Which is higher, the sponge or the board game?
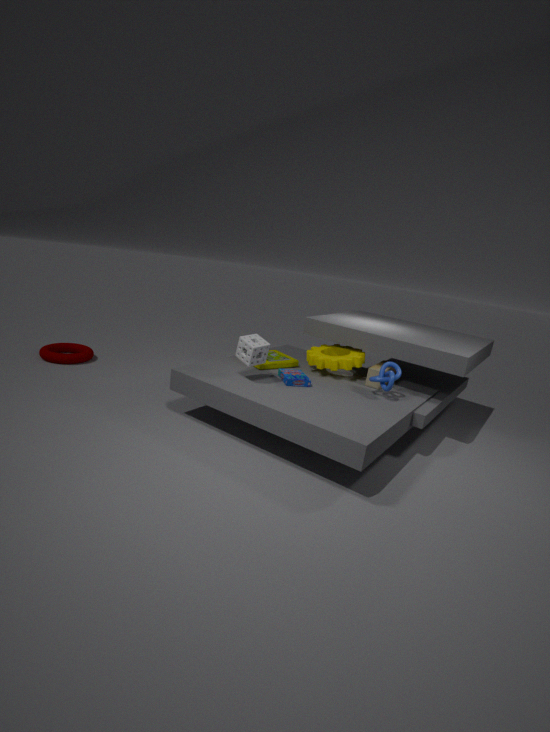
the sponge
